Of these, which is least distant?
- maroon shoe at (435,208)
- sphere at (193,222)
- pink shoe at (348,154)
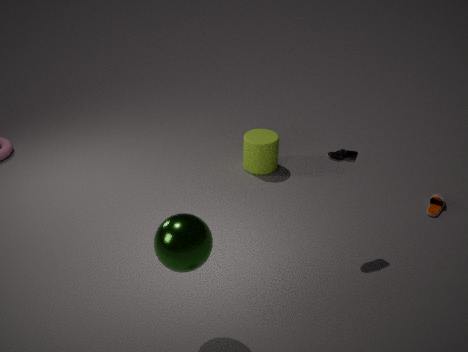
sphere at (193,222)
